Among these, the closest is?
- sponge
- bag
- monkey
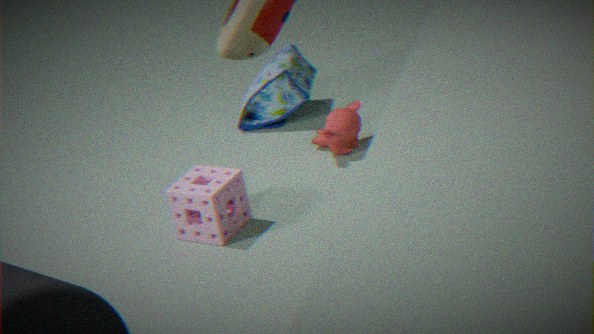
sponge
